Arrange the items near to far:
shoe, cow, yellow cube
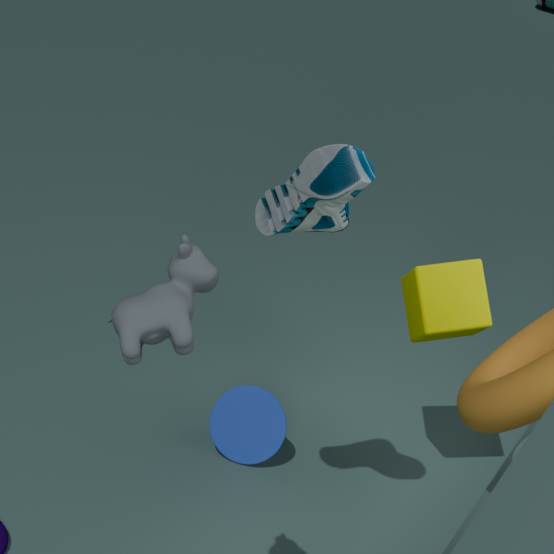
cow < shoe < yellow cube
